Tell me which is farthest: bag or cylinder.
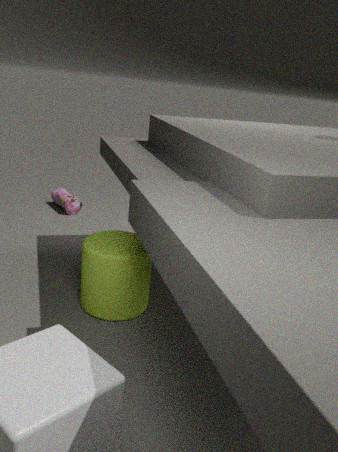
bag
